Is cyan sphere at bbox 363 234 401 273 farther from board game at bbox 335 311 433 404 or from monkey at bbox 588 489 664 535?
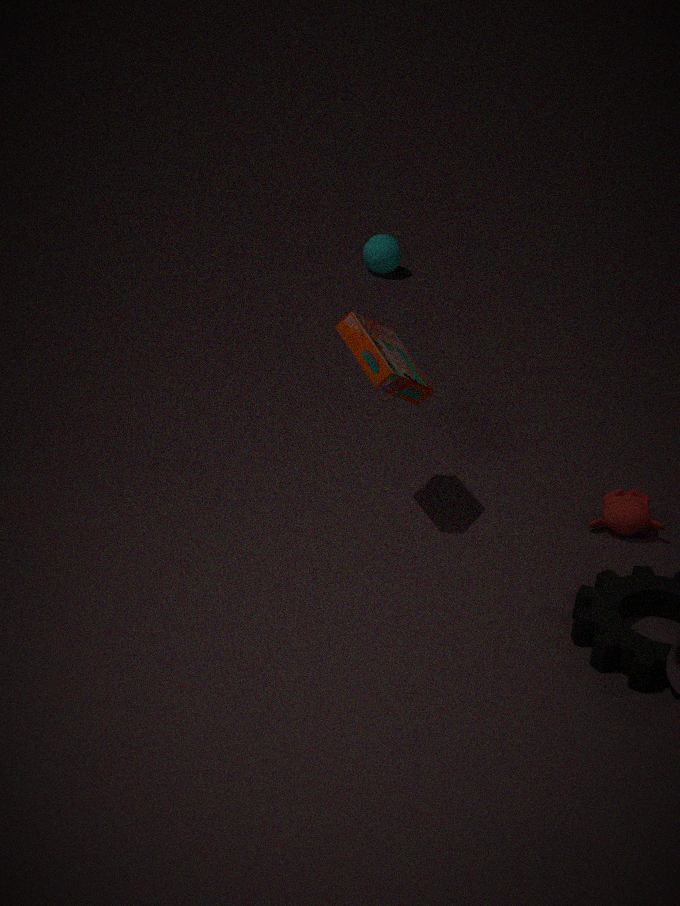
monkey at bbox 588 489 664 535
